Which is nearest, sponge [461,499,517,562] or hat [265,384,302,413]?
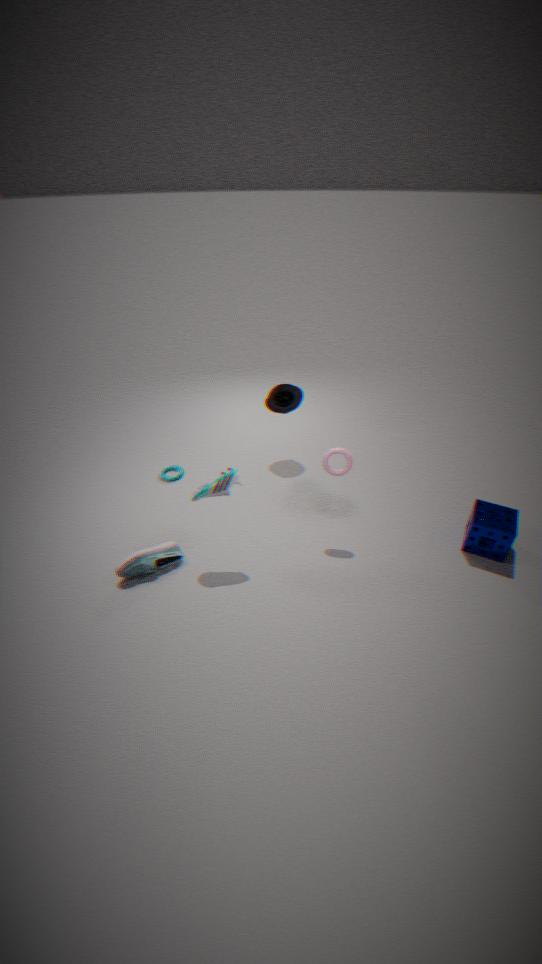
sponge [461,499,517,562]
